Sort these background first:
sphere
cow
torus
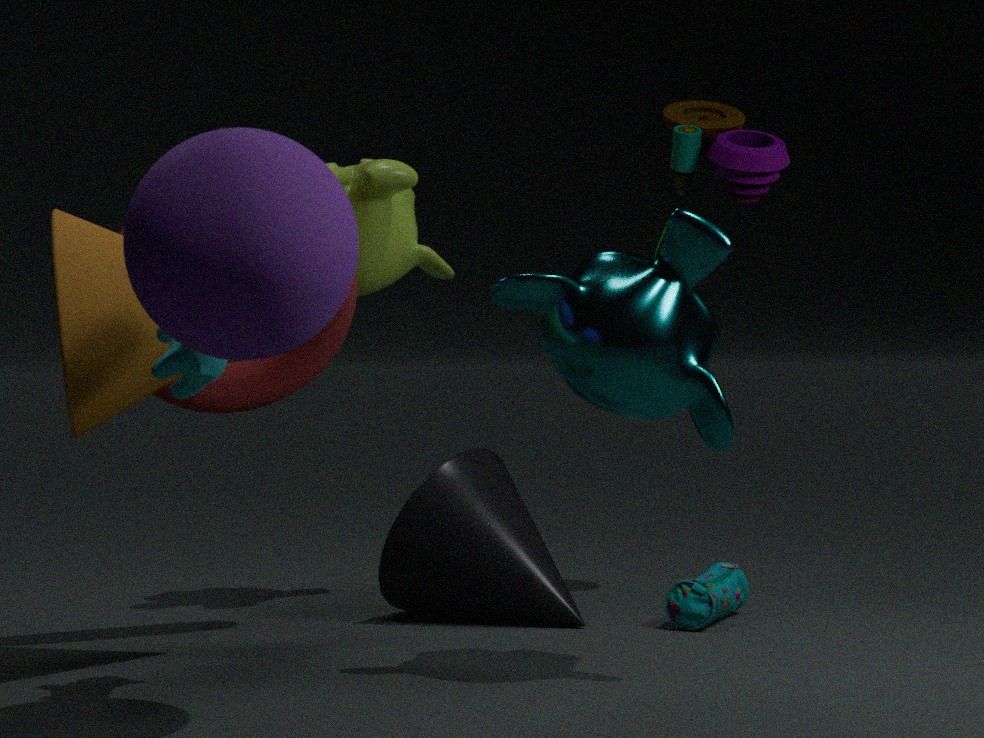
torus, cow, sphere
